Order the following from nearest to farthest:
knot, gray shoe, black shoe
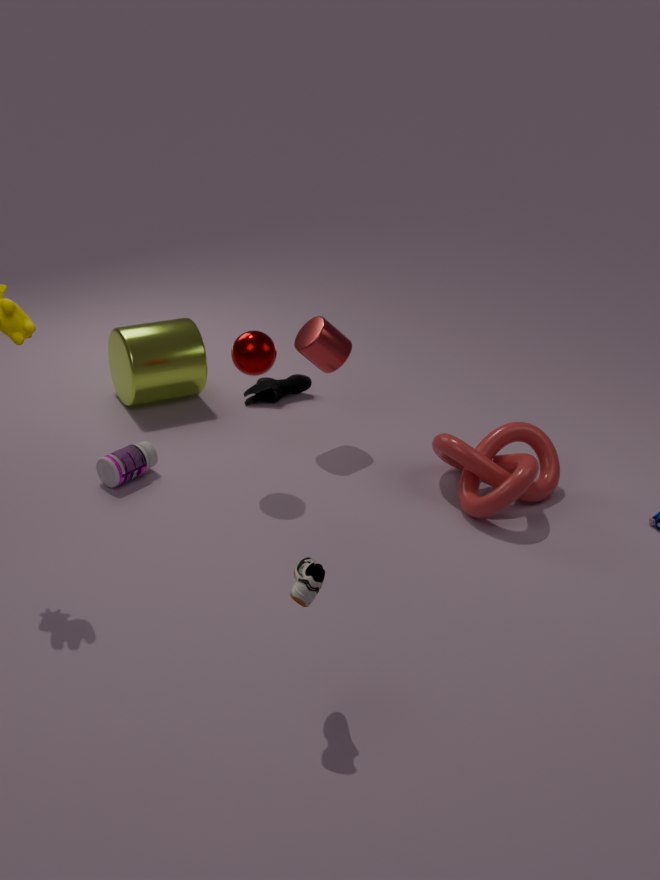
gray shoe, knot, black shoe
